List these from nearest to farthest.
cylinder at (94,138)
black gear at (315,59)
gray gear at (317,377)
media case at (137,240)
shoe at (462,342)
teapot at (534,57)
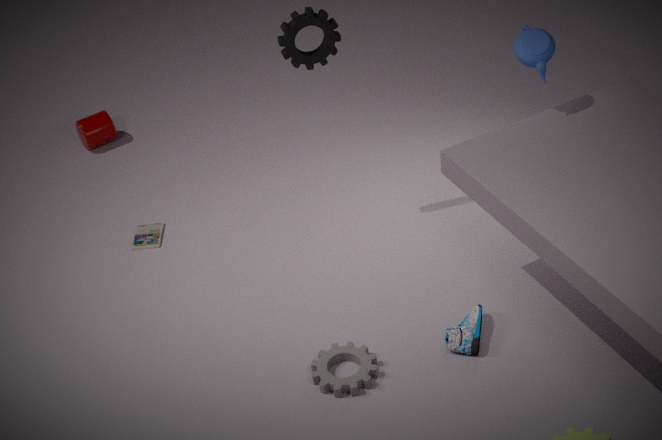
gray gear at (317,377) < teapot at (534,57) < shoe at (462,342) < black gear at (315,59) < media case at (137,240) < cylinder at (94,138)
